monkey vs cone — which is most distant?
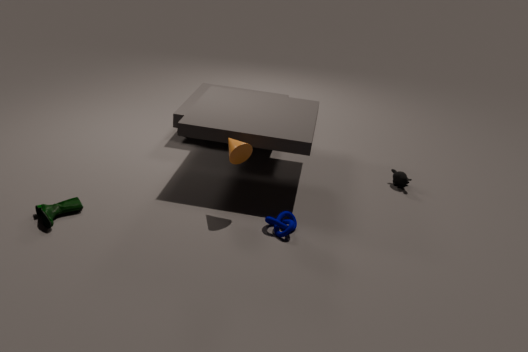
monkey
